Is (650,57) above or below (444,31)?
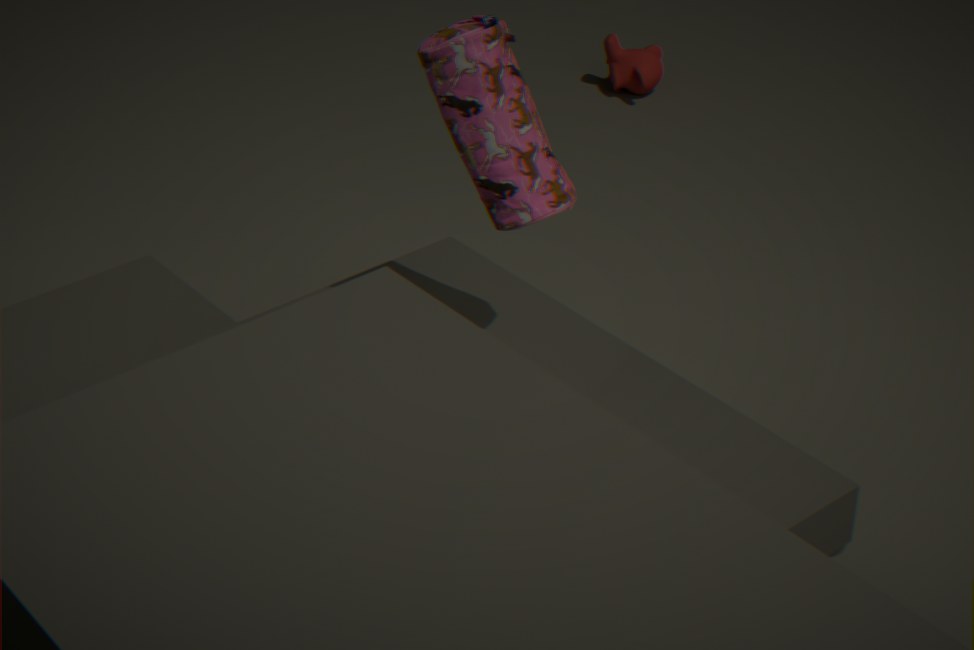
below
